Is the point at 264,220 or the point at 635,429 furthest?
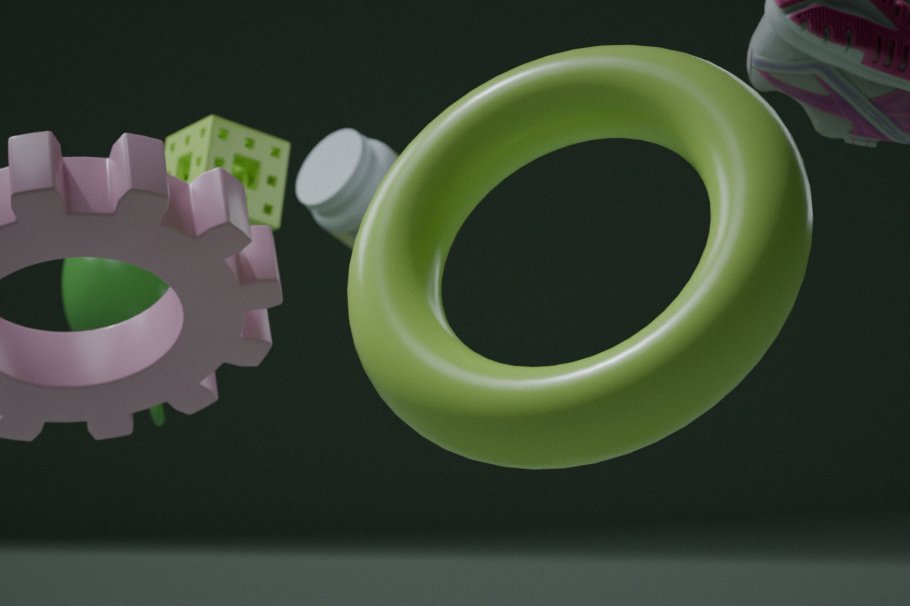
the point at 264,220
